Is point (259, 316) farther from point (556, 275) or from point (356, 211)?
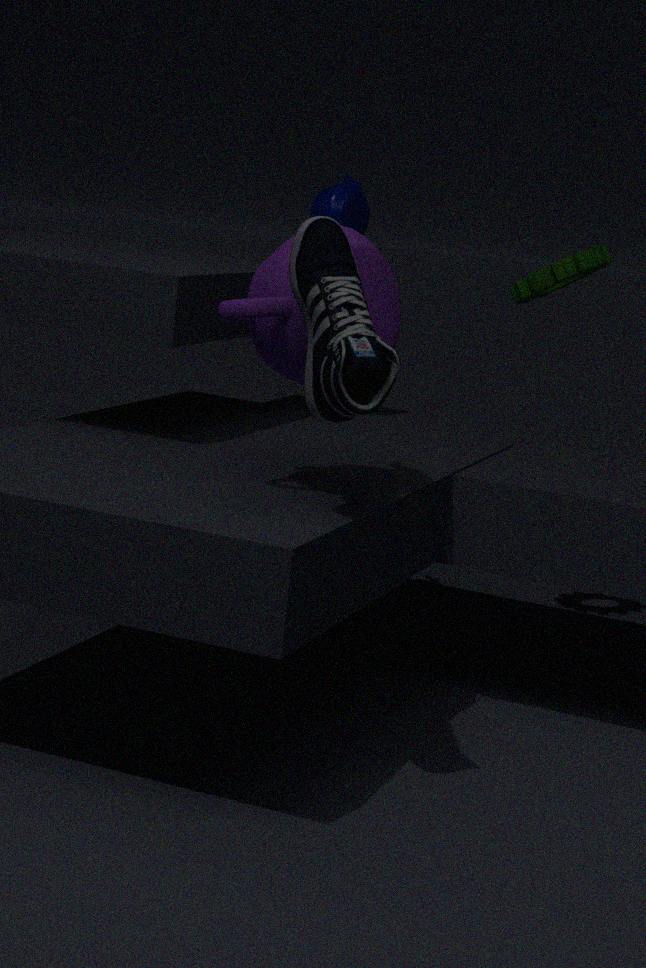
point (556, 275)
